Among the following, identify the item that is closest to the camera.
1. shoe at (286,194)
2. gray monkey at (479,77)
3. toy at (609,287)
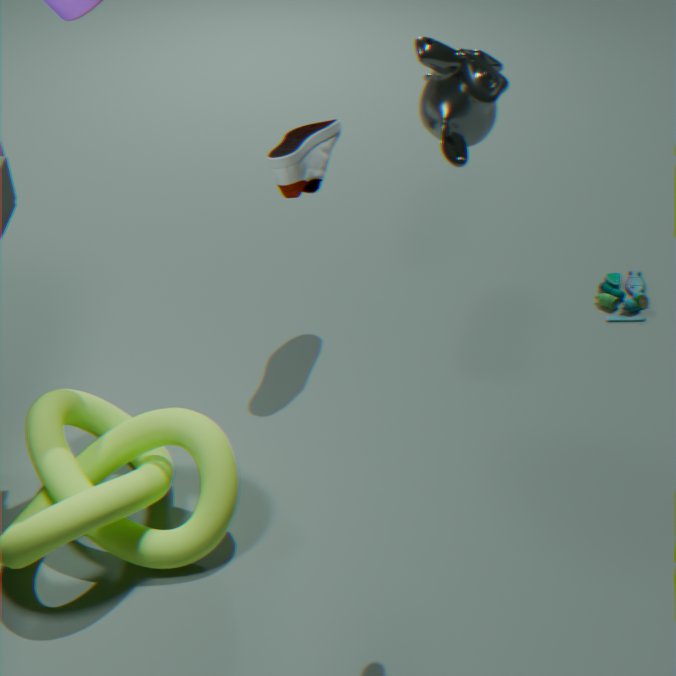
gray monkey at (479,77)
